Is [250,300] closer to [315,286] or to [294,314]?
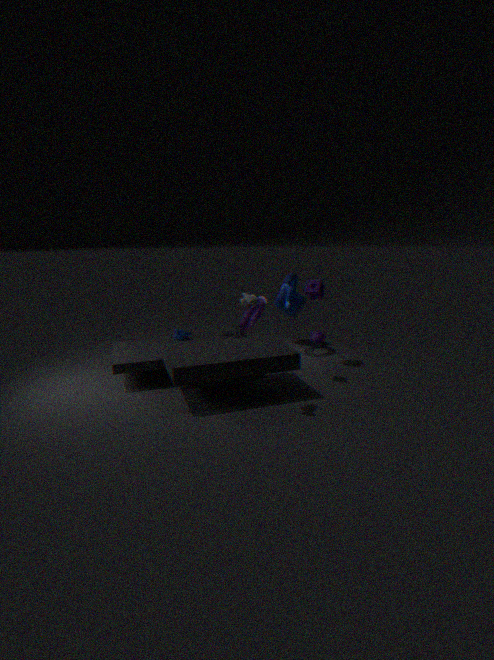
[315,286]
